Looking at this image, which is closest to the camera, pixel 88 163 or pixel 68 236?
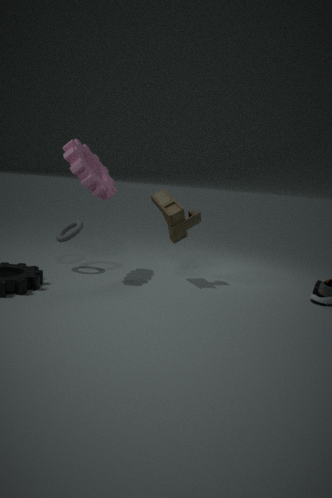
pixel 68 236
